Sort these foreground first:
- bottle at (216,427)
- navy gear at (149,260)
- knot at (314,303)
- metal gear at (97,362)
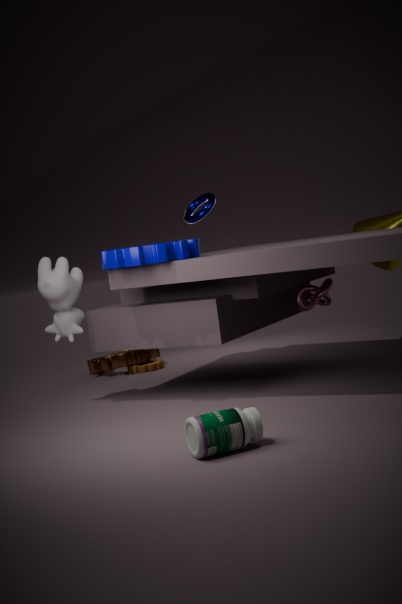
bottle at (216,427), navy gear at (149,260), knot at (314,303), metal gear at (97,362)
